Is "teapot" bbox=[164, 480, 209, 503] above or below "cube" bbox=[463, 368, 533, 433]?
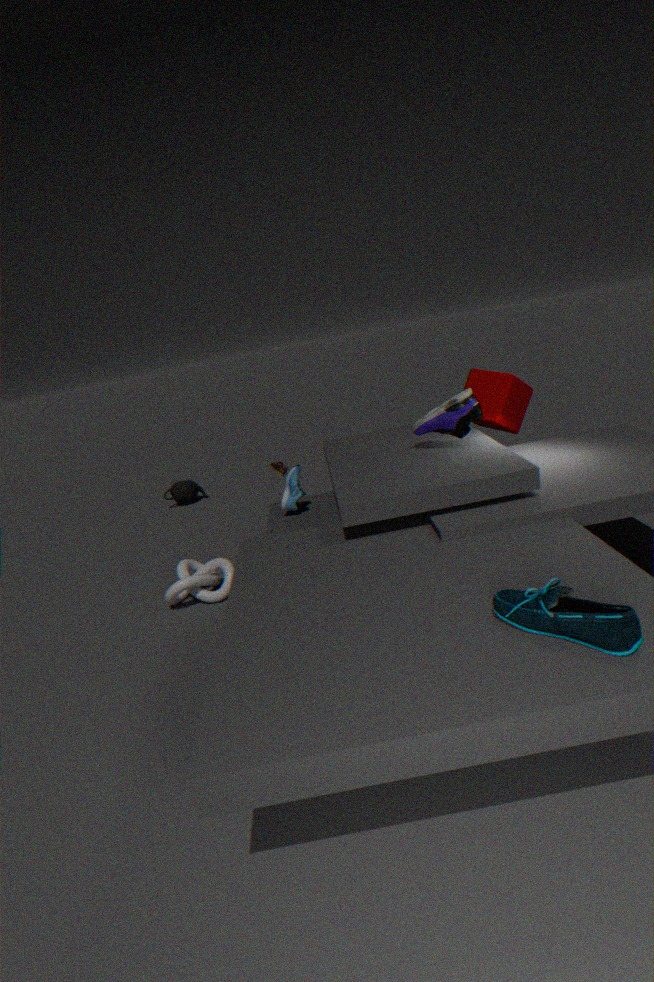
below
